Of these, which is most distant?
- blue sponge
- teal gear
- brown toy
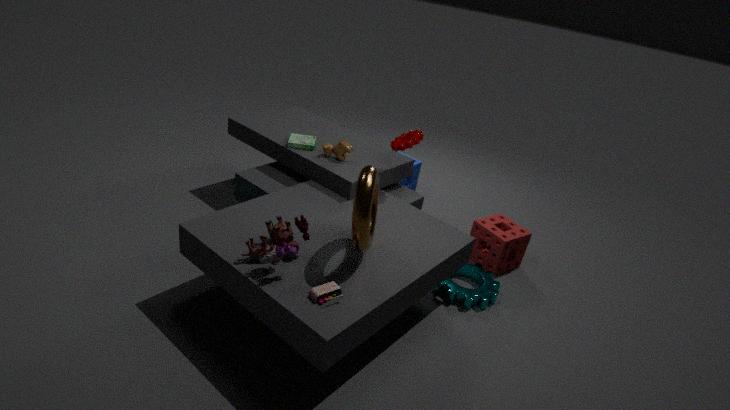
blue sponge
